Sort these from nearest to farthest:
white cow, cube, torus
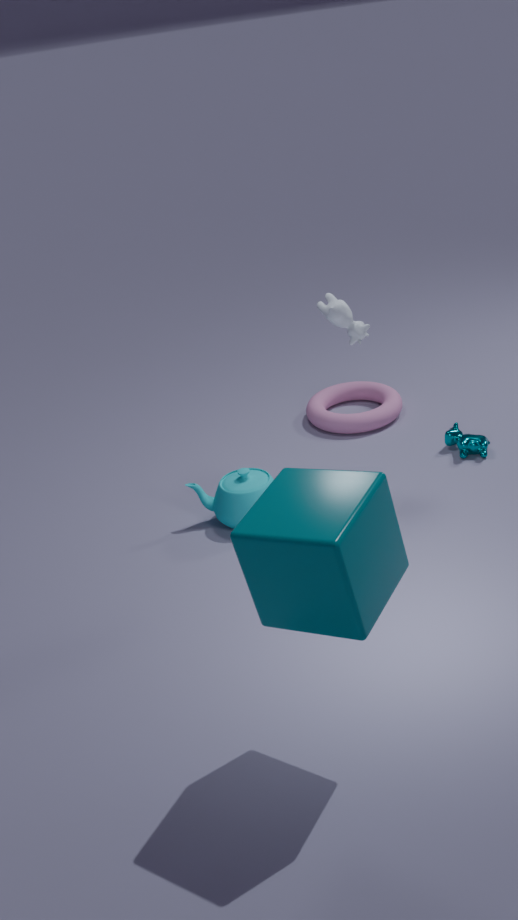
cube < white cow < torus
